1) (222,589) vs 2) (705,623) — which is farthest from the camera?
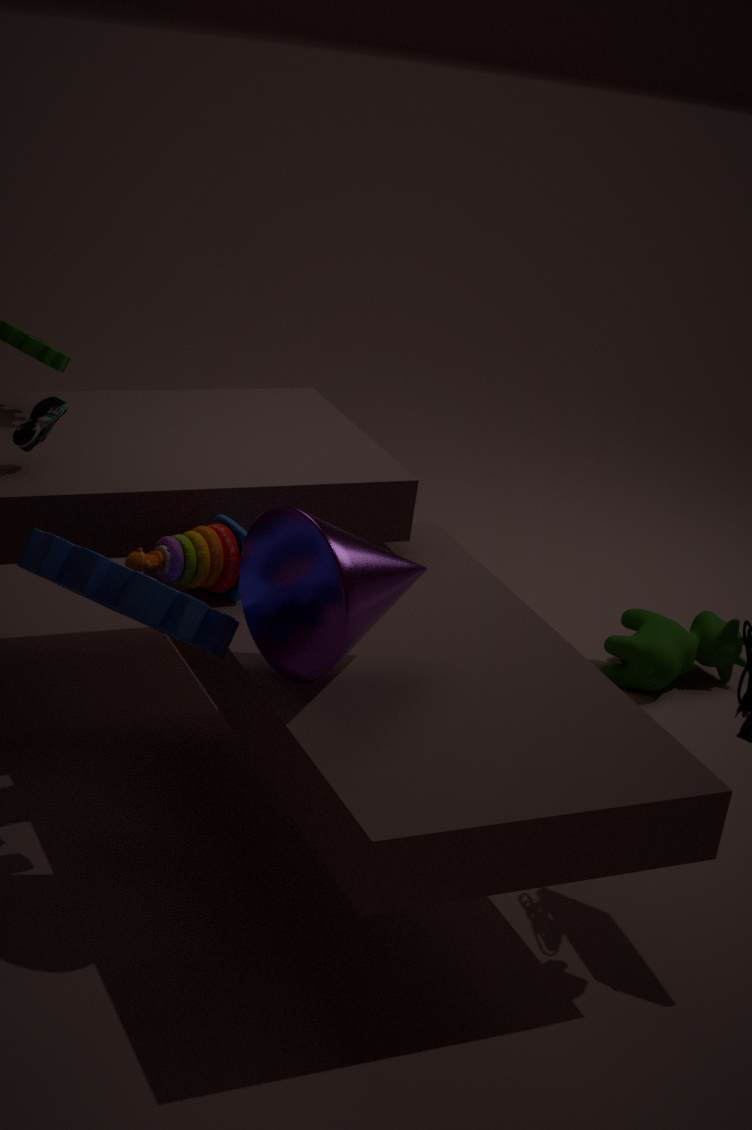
2. (705,623)
